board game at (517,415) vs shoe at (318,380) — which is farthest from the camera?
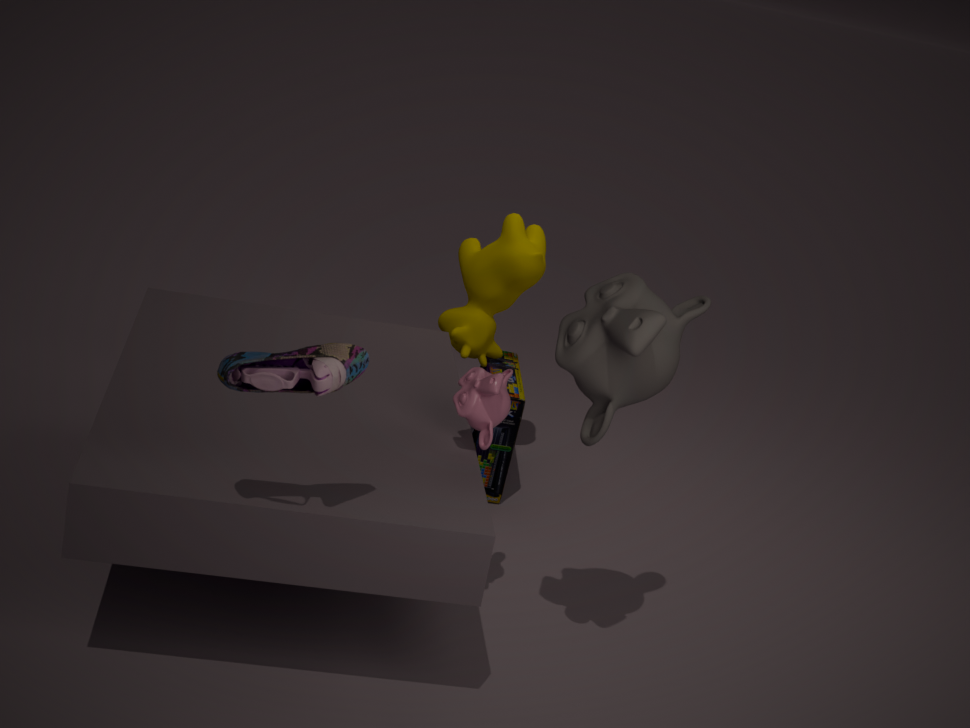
board game at (517,415)
